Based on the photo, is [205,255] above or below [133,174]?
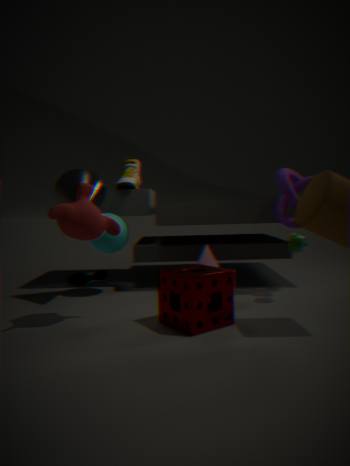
below
